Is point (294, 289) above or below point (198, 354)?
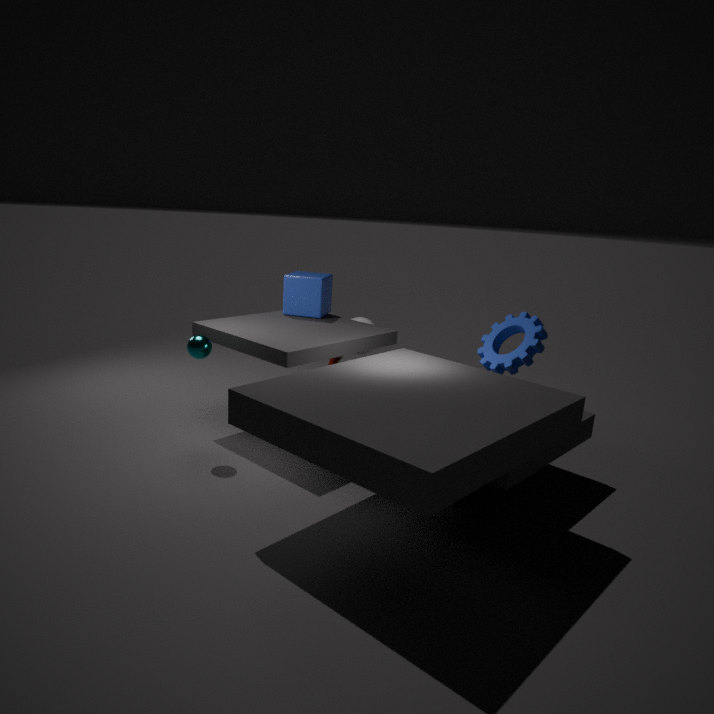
above
